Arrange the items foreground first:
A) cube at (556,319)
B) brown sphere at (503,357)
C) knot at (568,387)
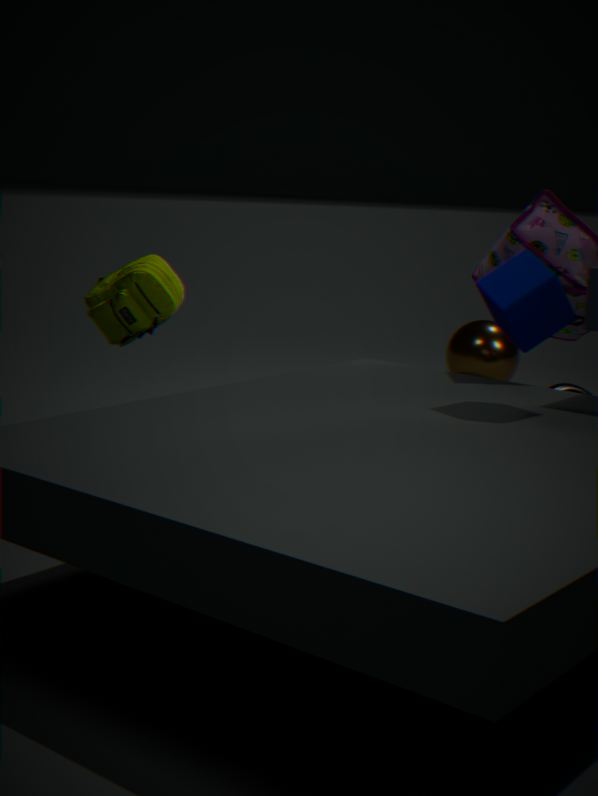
cube at (556,319)
knot at (568,387)
brown sphere at (503,357)
